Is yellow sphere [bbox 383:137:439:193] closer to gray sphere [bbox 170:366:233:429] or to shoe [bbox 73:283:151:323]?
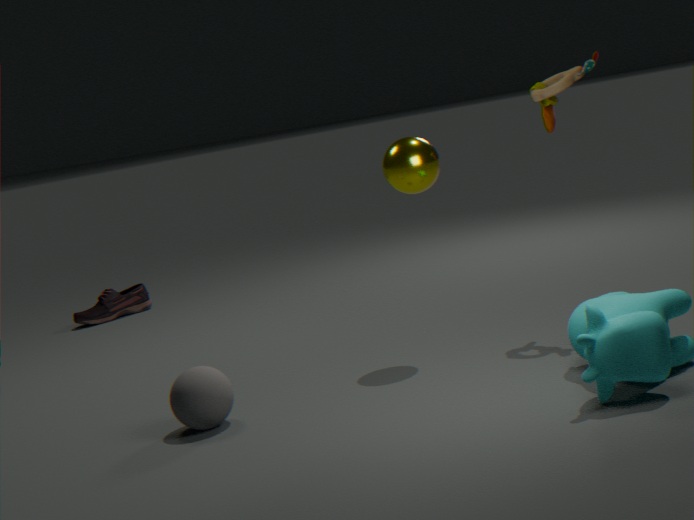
gray sphere [bbox 170:366:233:429]
